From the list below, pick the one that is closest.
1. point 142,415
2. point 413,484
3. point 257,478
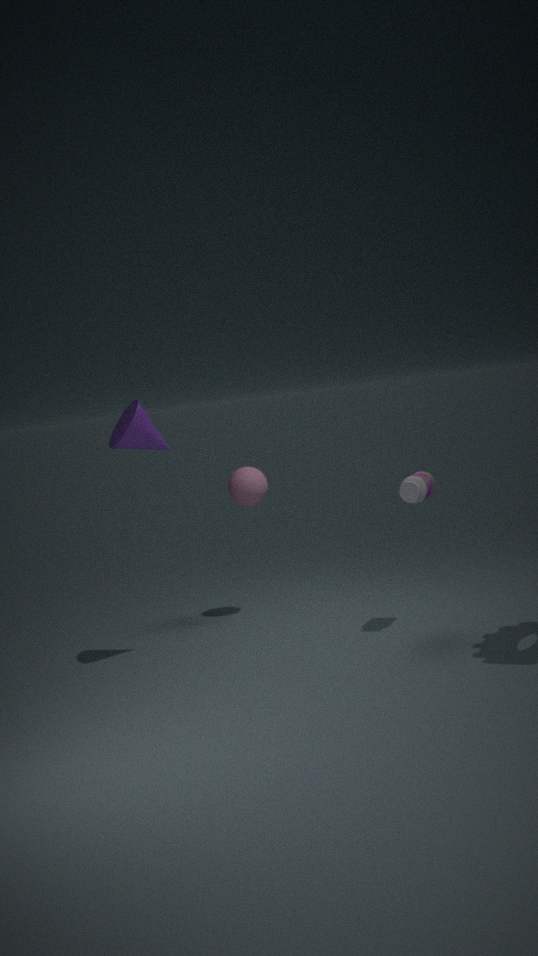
point 142,415
